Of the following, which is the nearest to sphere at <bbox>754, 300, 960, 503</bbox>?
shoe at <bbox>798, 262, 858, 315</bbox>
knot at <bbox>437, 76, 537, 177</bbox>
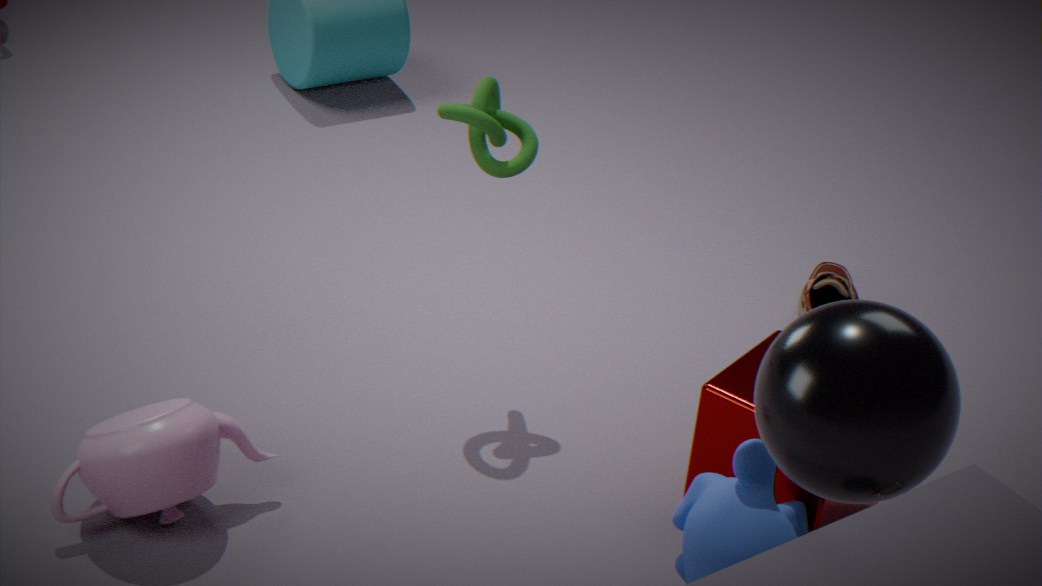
knot at <bbox>437, 76, 537, 177</bbox>
